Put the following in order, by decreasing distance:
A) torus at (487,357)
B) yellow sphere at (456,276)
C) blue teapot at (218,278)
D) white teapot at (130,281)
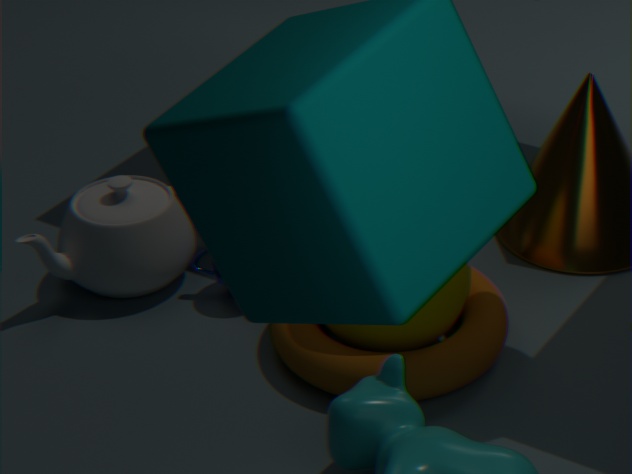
blue teapot at (218,278) < white teapot at (130,281) < yellow sphere at (456,276) < torus at (487,357)
